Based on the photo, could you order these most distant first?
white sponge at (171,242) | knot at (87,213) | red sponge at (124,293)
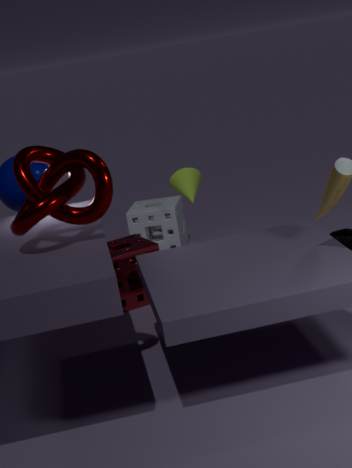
1. white sponge at (171,242)
2. red sponge at (124,293)
3. knot at (87,213)
